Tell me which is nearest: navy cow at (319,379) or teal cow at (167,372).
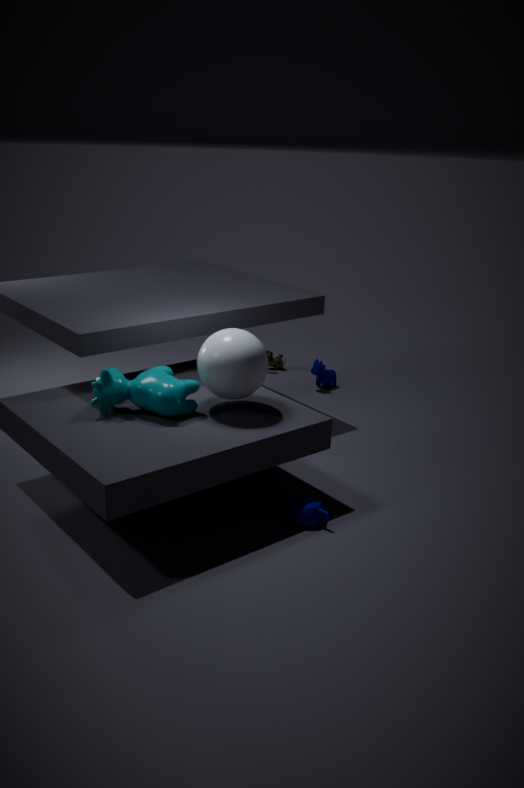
teal cow at (167,372)
